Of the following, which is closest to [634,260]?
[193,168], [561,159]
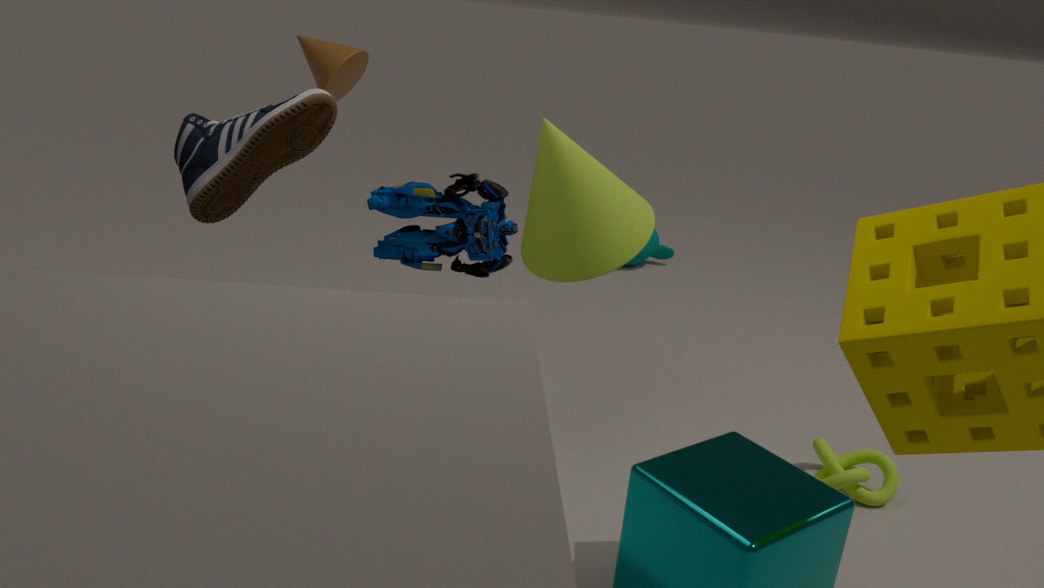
[561,159]
